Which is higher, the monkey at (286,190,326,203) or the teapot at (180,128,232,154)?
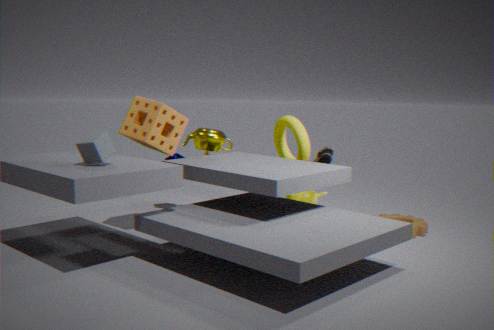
the teapot at (180,128,232,154)
